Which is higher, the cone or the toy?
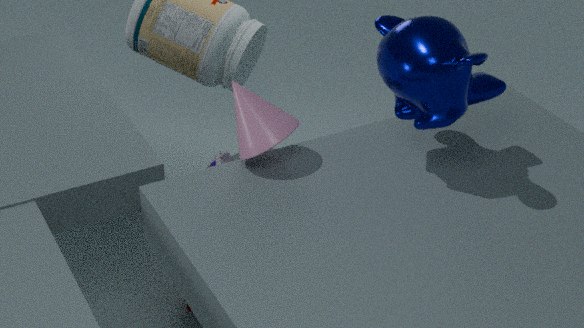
the cone
